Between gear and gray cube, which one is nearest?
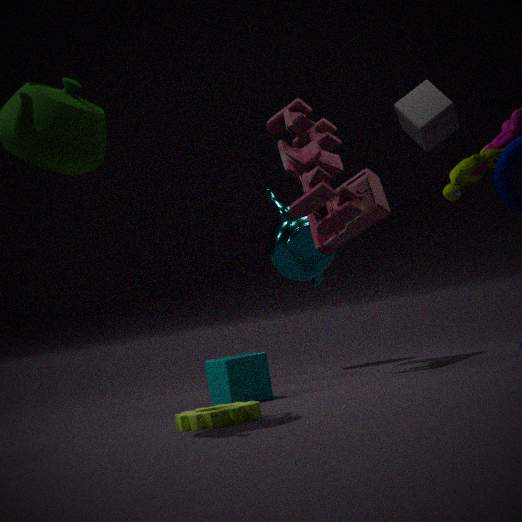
gear
